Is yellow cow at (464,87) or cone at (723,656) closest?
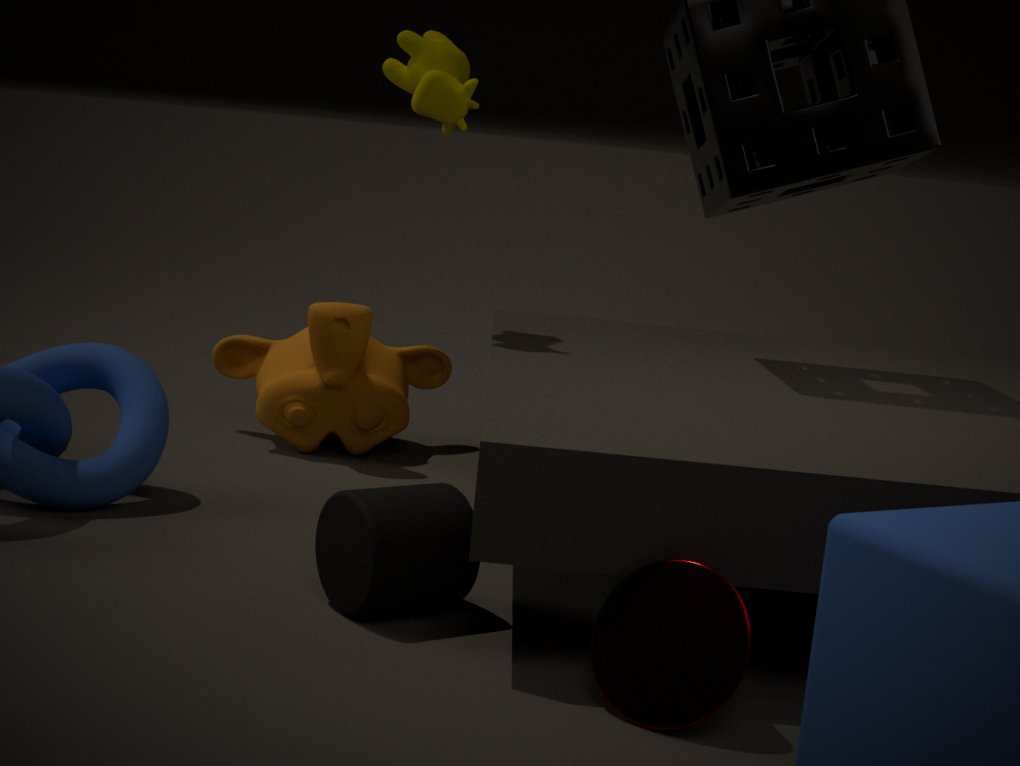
cone at (723,656)
